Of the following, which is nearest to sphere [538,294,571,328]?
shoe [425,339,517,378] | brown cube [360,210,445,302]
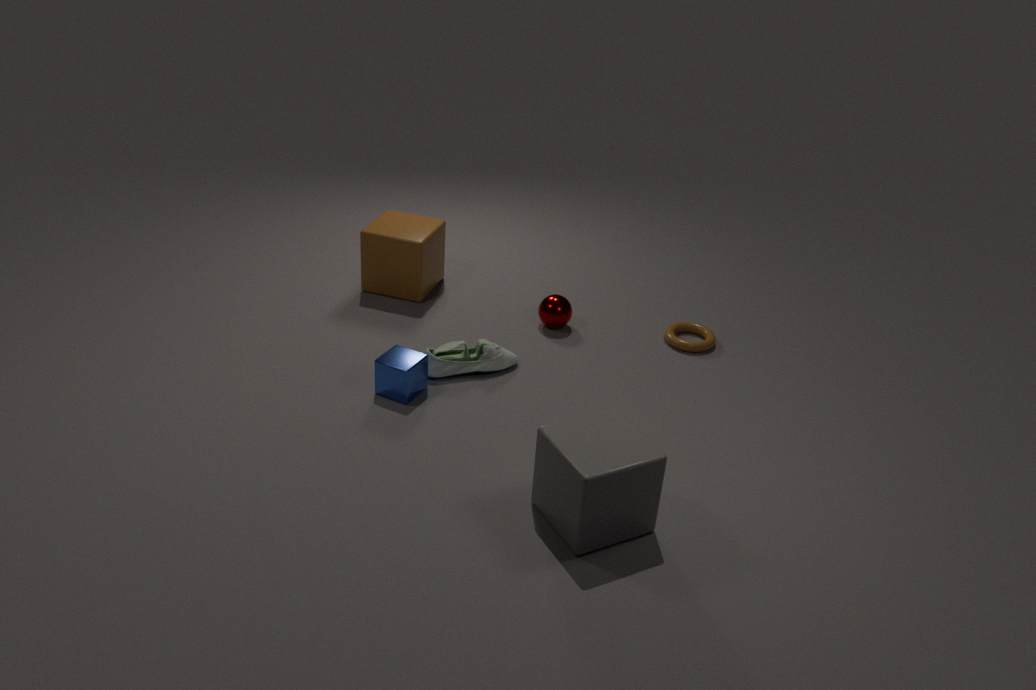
shoe [425,339,517,378]
